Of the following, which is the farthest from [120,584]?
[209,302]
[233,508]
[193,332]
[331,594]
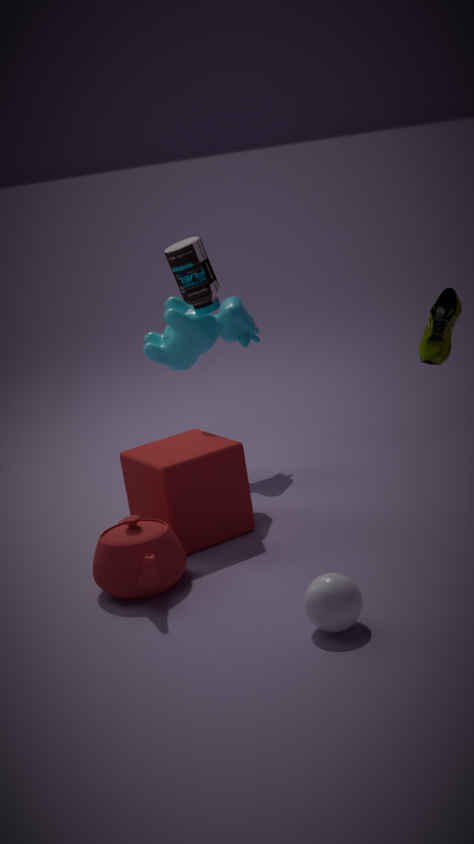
[193,332]
